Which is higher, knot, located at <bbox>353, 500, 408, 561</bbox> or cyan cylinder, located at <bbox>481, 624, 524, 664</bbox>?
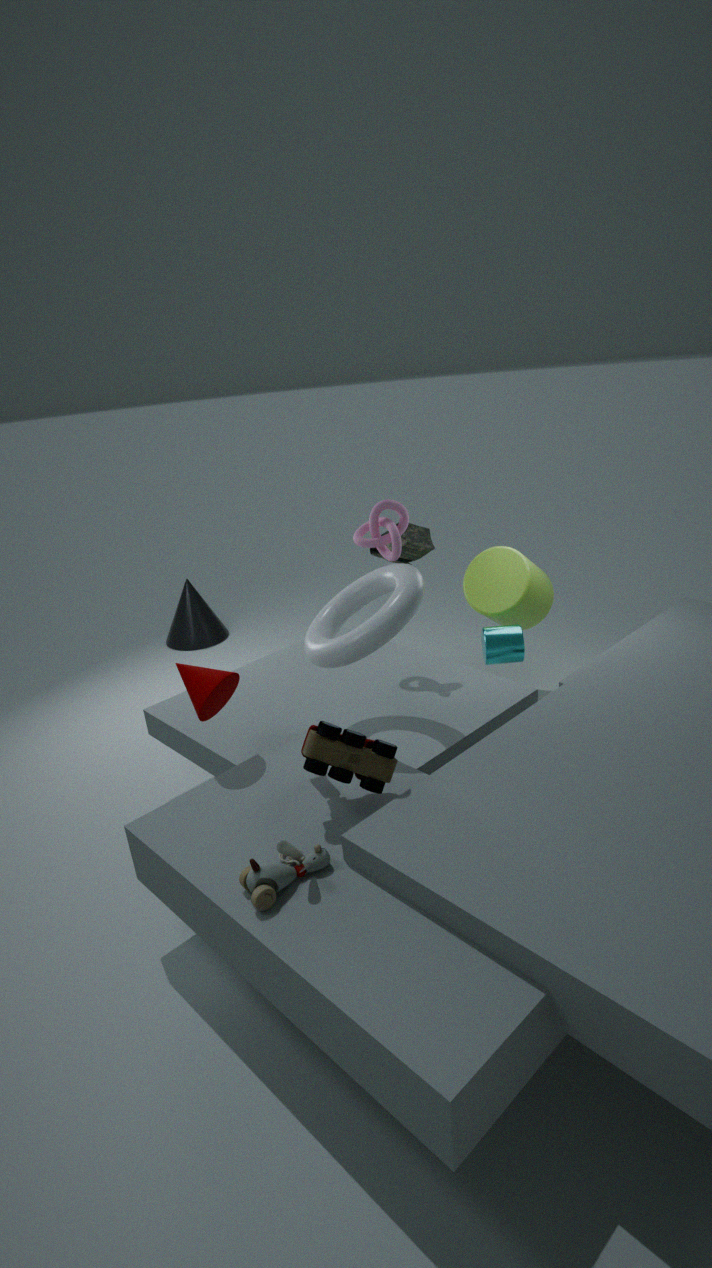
knot, located at <bbox>353, 500, 408, 561</bbox>
